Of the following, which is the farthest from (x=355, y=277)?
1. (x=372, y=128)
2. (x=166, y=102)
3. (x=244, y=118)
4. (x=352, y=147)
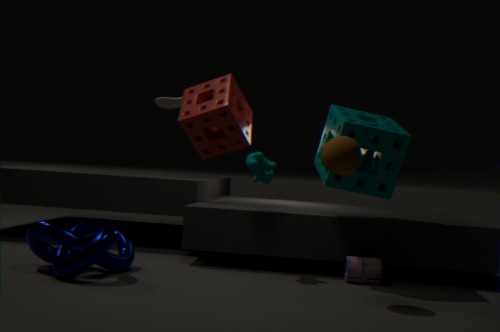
(x=166, y=102)
